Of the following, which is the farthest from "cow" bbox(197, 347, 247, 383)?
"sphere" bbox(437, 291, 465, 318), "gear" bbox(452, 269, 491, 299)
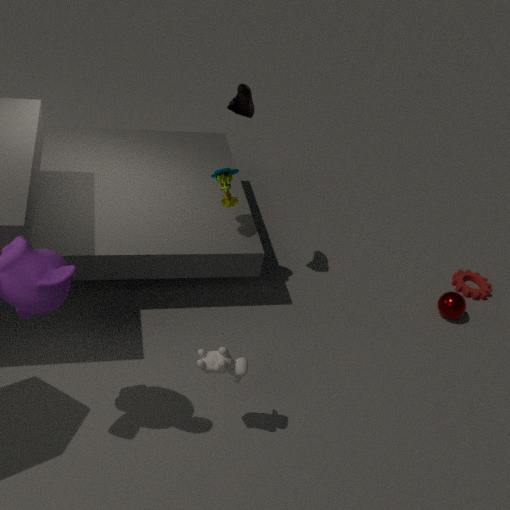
"gear" bbox(452, 269, 491, 299)
